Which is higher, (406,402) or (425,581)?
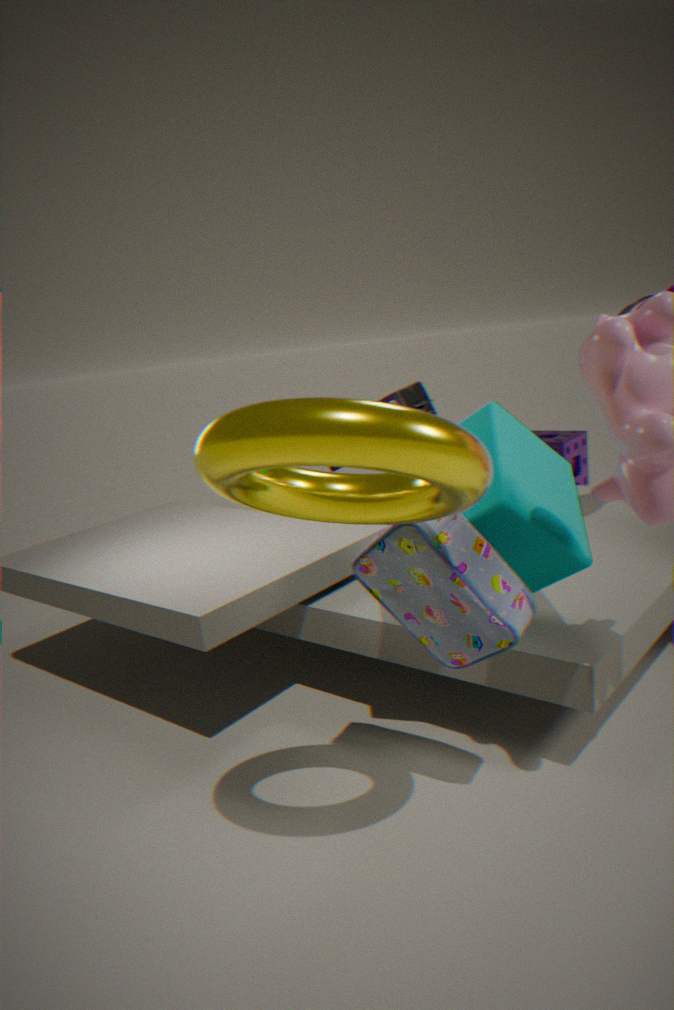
(406,402)
